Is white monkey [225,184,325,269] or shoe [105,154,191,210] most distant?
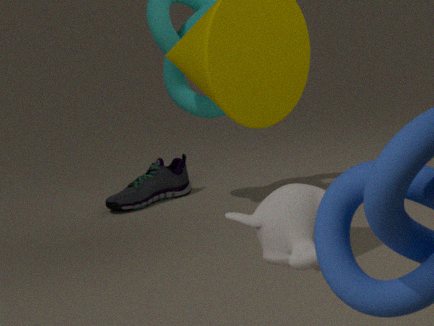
shoe [105,154,191,210]
